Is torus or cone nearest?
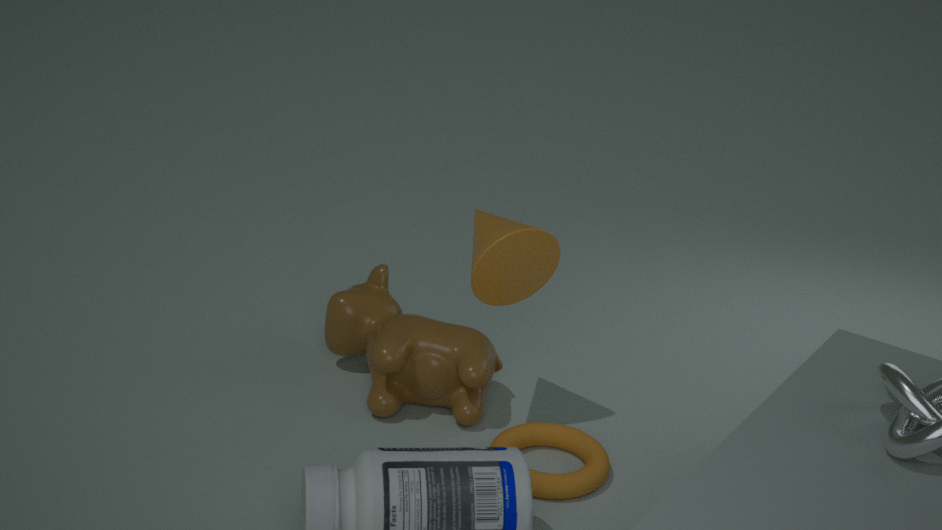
torus
